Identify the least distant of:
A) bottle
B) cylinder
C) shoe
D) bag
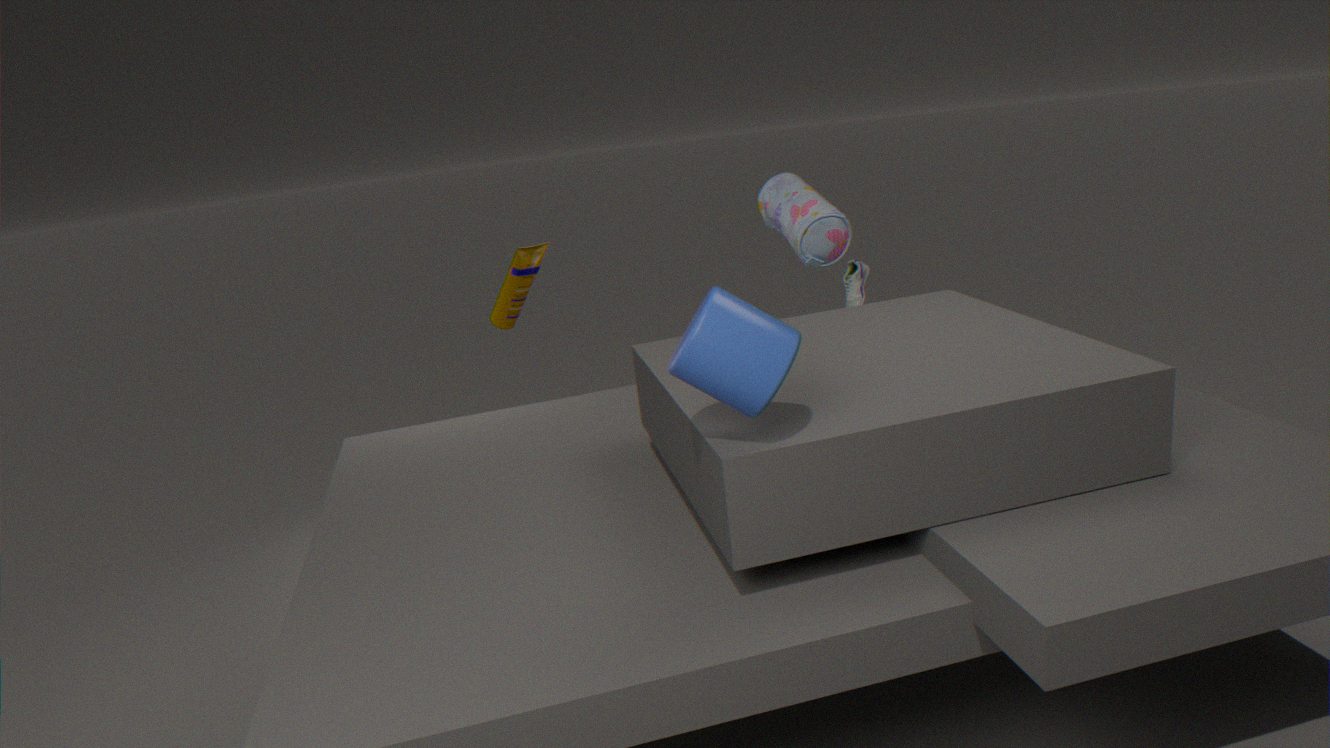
cylinder
